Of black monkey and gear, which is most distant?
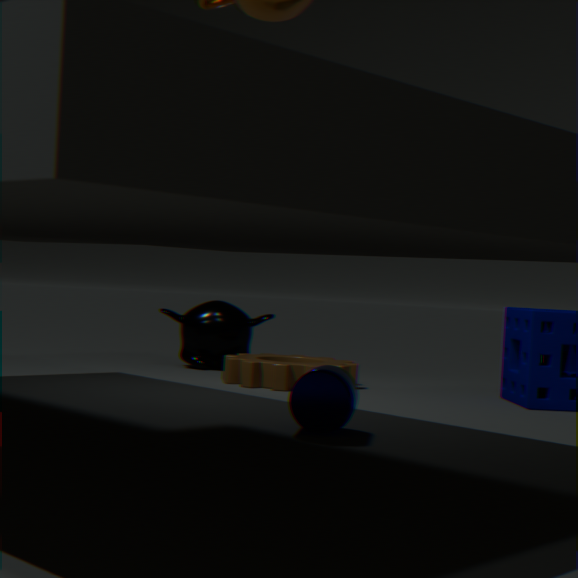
black monkey
